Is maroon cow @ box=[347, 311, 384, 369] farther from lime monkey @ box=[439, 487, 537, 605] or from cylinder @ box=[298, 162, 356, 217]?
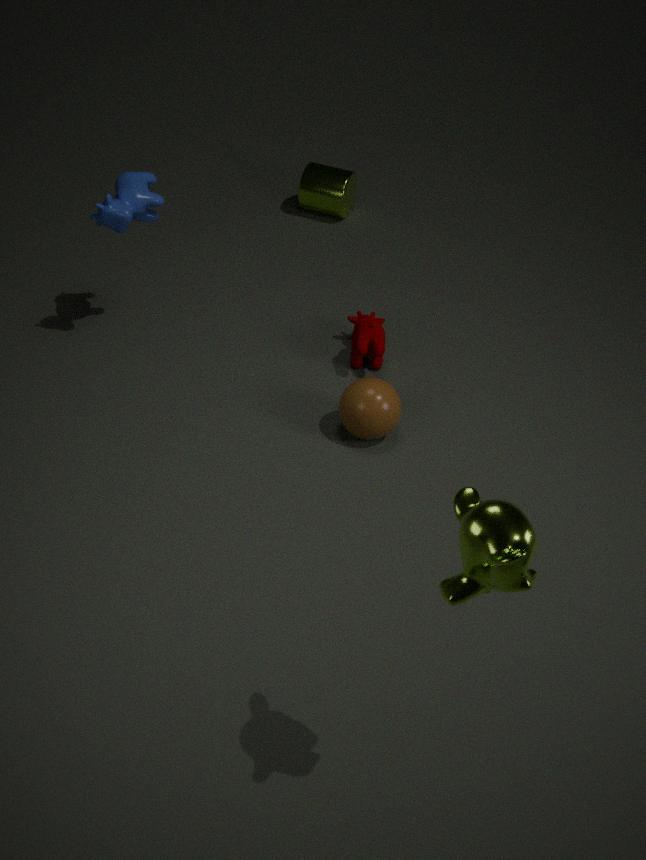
lime monkey @ box=[439, 487, 537, 605]
